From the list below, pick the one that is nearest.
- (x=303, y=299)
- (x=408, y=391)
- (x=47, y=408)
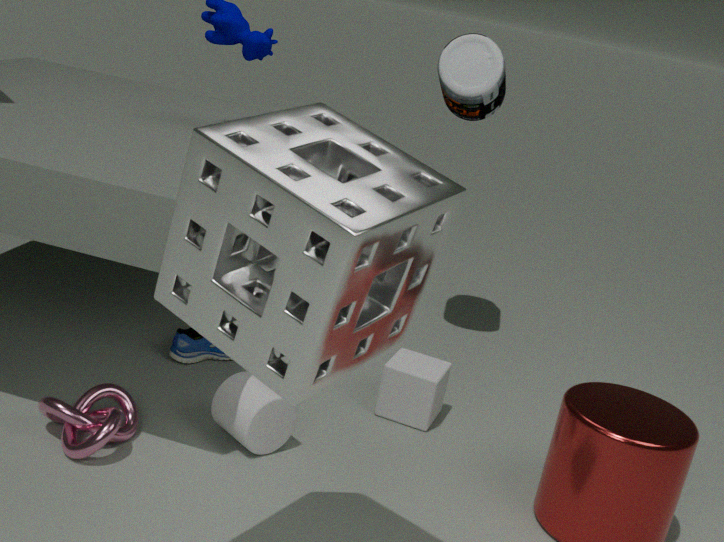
(x=303, y=299)
